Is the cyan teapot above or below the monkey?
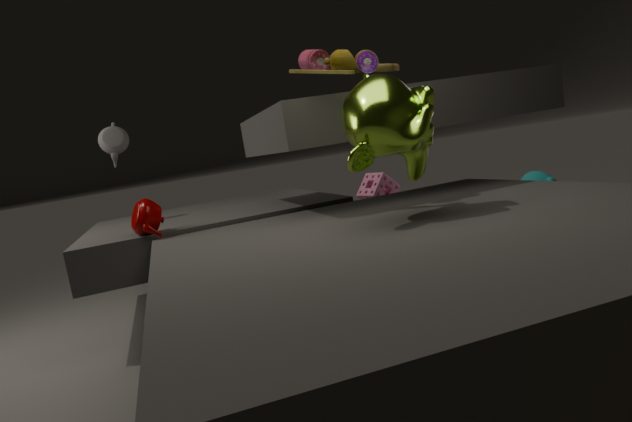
below
